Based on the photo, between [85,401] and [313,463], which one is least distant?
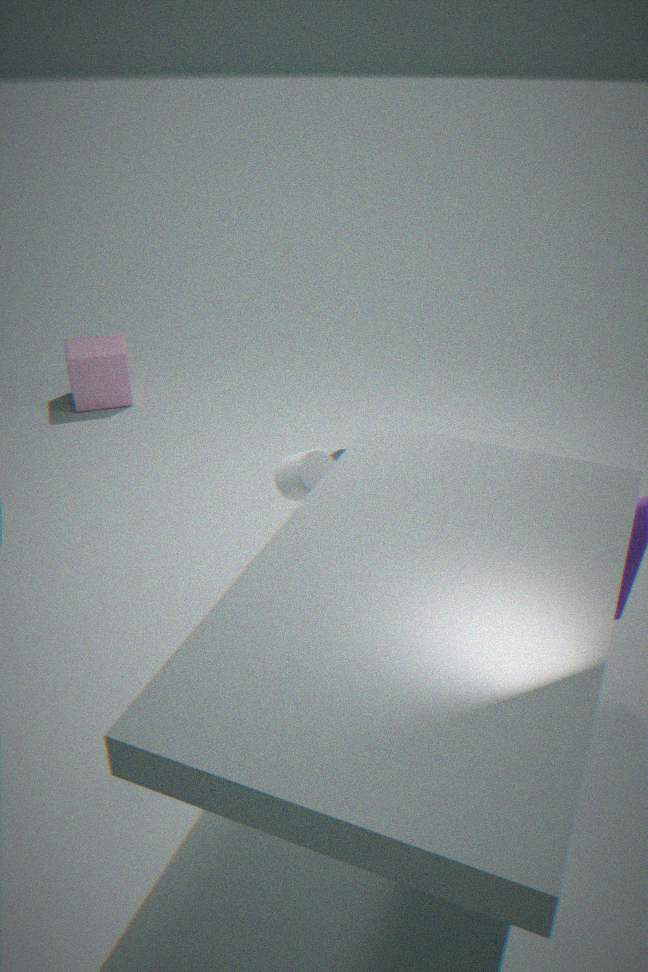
[313,463]
